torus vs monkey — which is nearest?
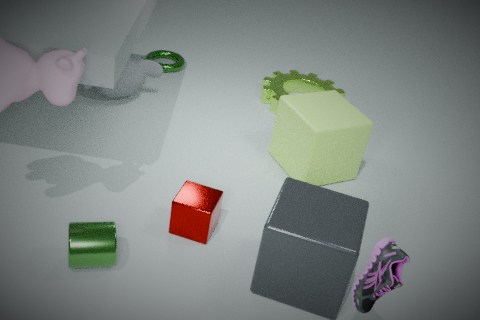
monkey
